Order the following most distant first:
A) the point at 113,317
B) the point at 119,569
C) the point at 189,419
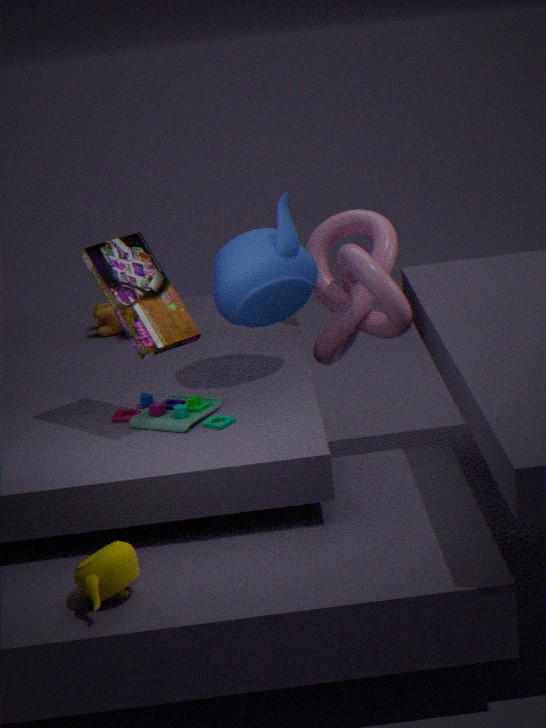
the point at 113,317
the point at 189,419
the point at 119,569
